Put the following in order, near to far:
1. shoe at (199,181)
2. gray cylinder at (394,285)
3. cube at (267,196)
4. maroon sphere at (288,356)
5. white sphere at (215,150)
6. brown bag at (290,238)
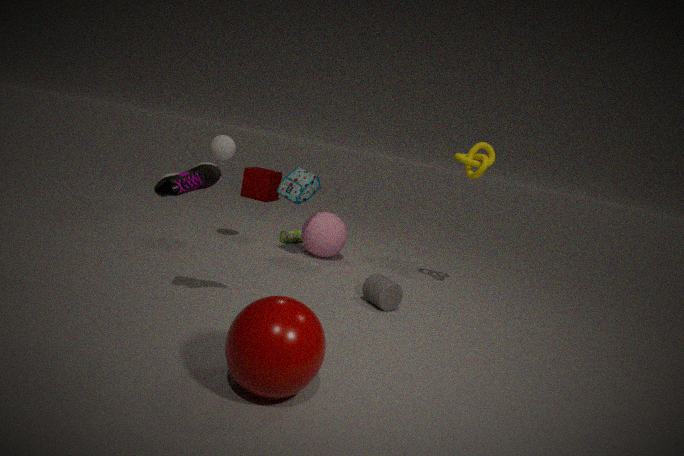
maroon sphere at (288,356) → shoe at (199,181) → gray cylinder at (394,285) → white sphere at (215,150) → brown bag at (290,238) → cube at (267,196)
